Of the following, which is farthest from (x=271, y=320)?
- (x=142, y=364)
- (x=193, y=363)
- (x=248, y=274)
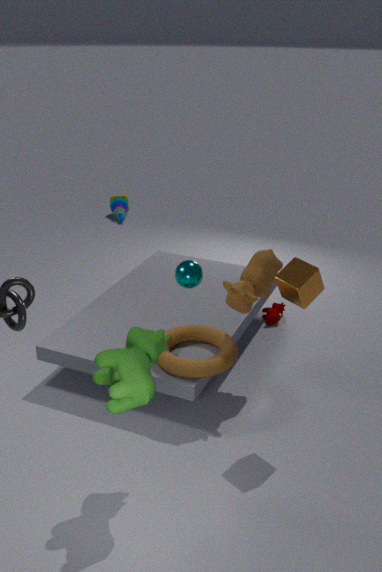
(x=142, y=364)
